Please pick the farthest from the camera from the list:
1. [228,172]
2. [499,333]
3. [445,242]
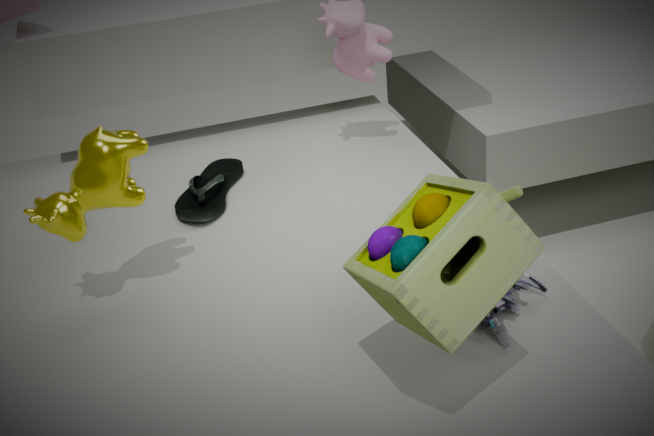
[228,172]
